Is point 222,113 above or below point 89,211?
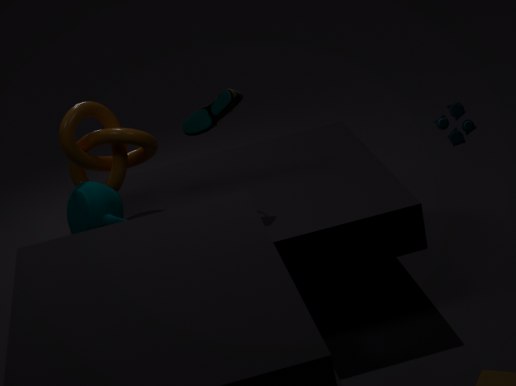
above
